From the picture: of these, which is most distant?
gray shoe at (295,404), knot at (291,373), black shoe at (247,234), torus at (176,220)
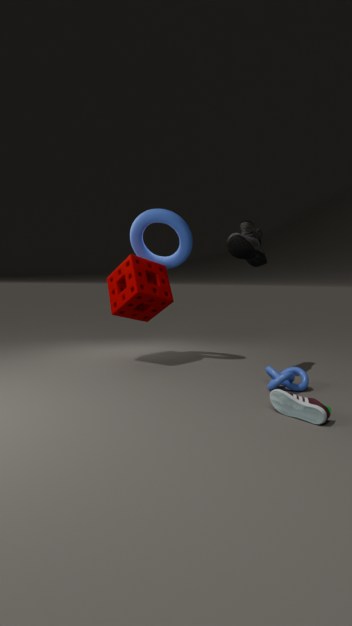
torus at (176,220)
